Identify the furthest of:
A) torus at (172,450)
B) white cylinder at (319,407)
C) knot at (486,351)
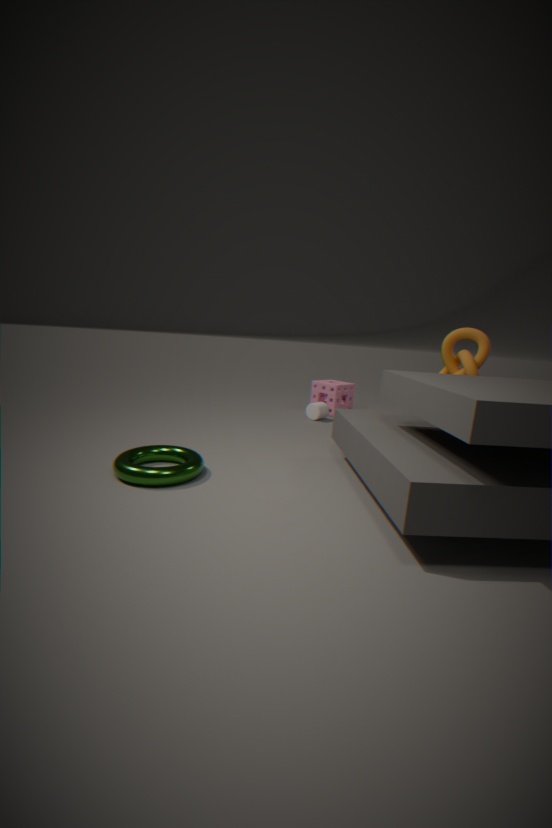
white cylinder at (319,407)
